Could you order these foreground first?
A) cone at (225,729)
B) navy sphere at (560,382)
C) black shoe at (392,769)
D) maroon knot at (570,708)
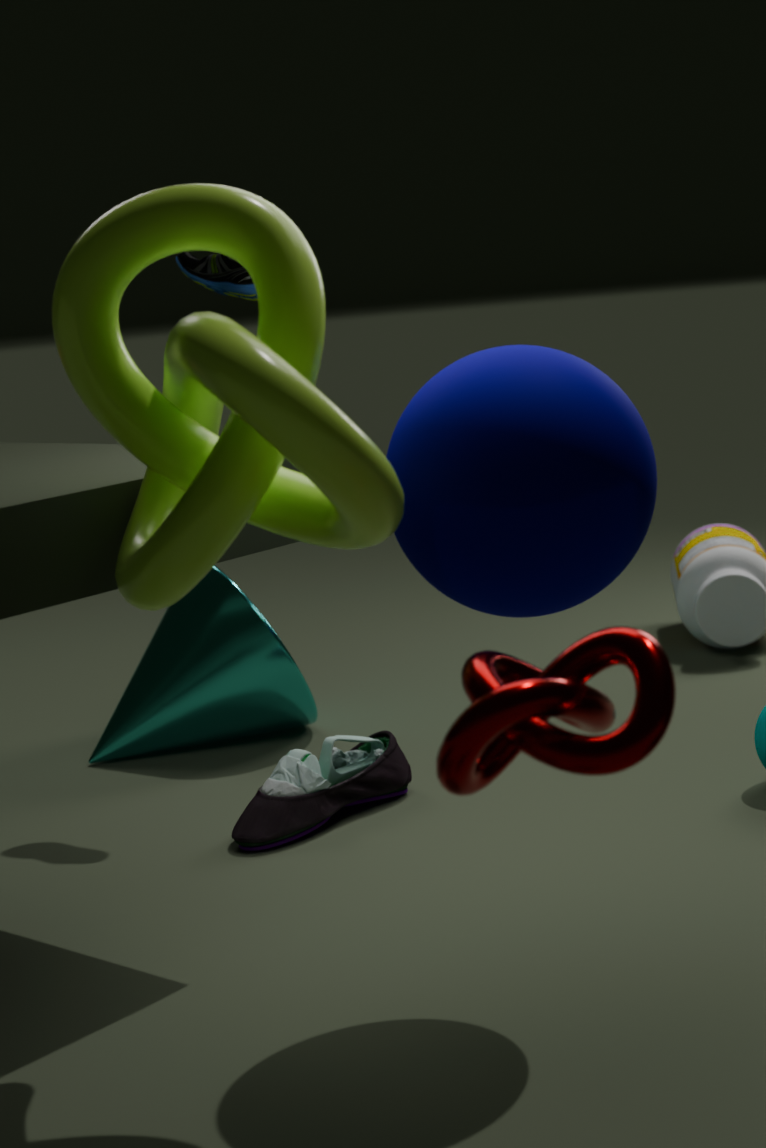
maroon knot at (570,708) → navy sphere at (560,382) → black shoe at (392,769) → cone at (225,729)
